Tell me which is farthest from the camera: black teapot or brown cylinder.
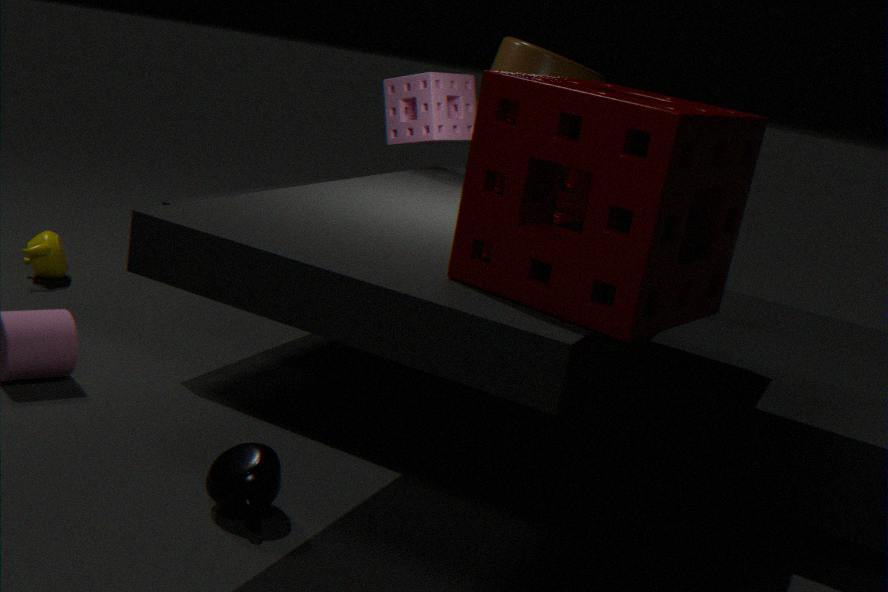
brown cylinder
